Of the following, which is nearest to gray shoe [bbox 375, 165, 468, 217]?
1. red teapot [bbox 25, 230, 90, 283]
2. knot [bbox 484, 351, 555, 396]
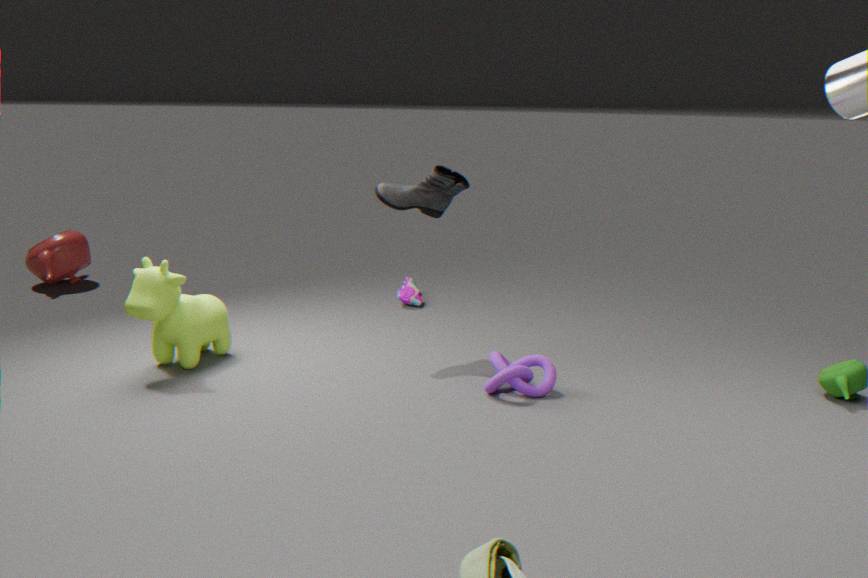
knot [bbox 484, 351, 555, 396]
